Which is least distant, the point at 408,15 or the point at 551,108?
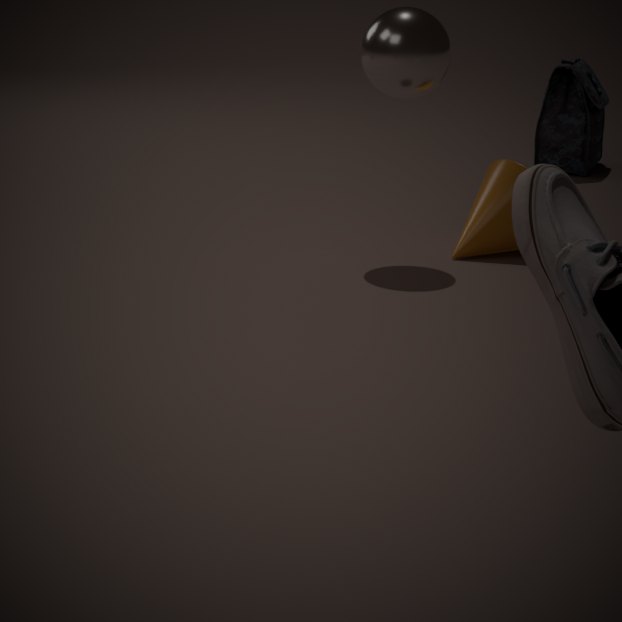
the point at 408,15
